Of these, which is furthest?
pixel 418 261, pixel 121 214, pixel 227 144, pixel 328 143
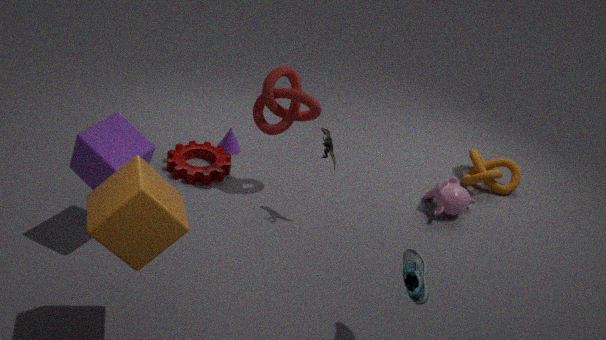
pixel 227 144
